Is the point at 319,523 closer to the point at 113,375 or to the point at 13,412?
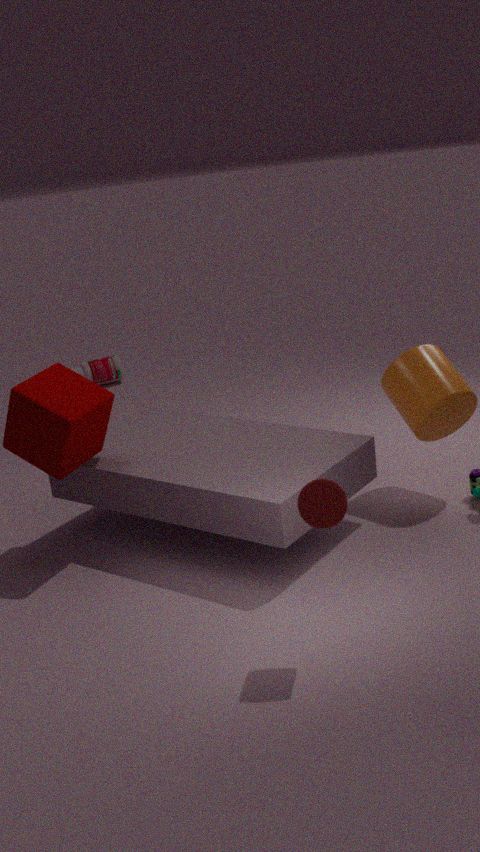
the point at 13,412
